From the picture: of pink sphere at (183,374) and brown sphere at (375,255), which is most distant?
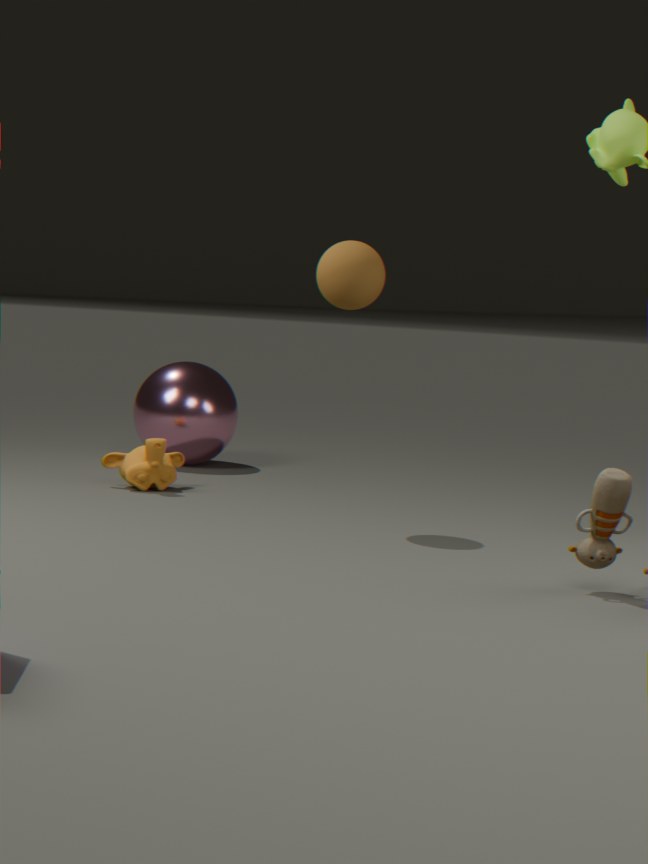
pink sphere at (183,374)
